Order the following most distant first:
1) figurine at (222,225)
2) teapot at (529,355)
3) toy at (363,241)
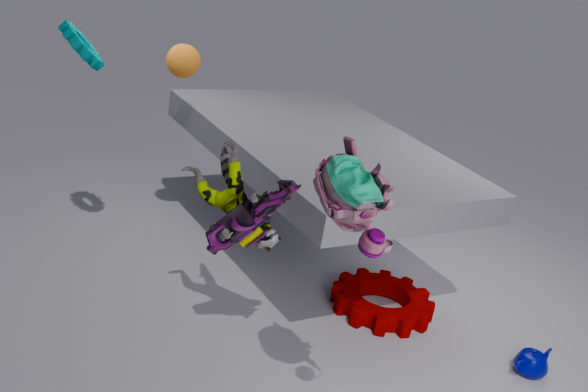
1. 2. teapot at (529,355)
2. 1. figurine at (222,225)
3. 3. toy at (363,241)
